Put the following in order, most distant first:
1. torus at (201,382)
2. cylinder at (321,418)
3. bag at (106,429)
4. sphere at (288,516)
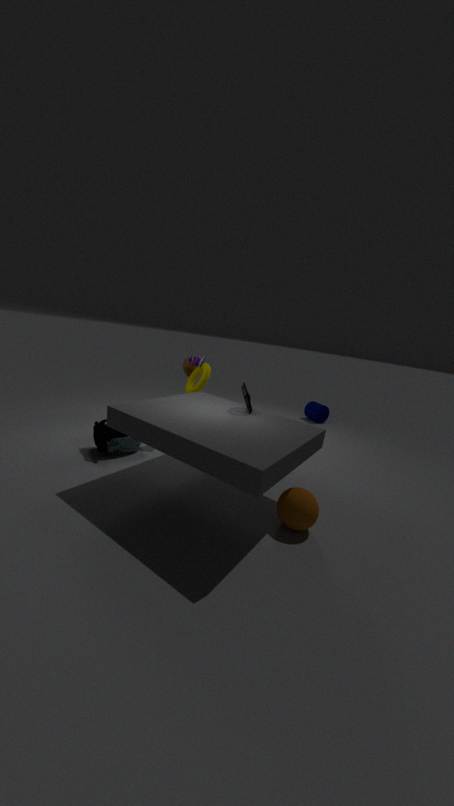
cylinder at (321,418), torus at (201,382), bag at (106,429), sphere at (288,516)
